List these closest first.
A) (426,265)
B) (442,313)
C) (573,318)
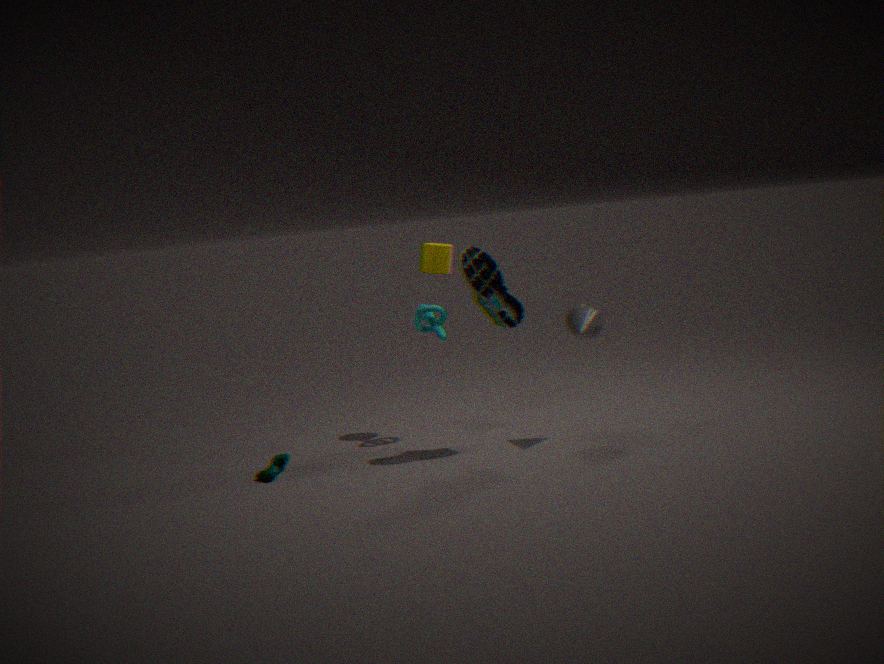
(573,318)
(442,313)
(426,265)
